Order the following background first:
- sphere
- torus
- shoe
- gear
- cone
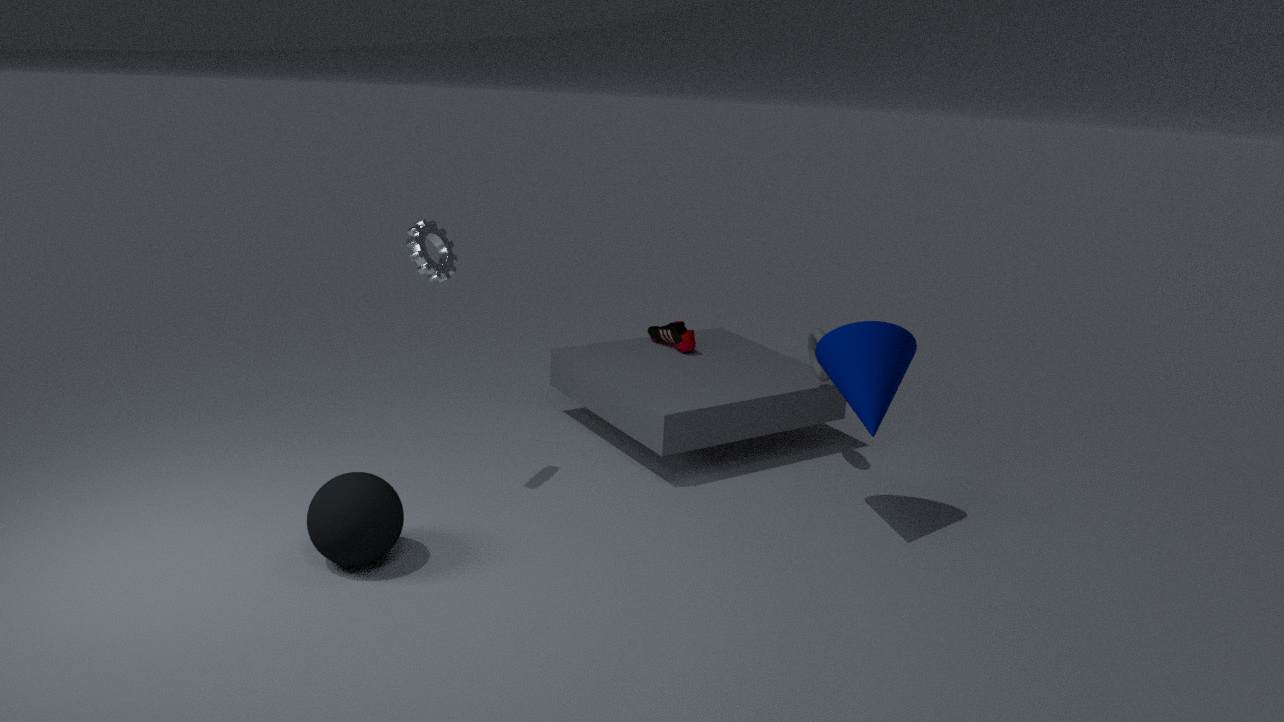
1. shoe
2. torus
3. gear
4. cone
5. sphere
